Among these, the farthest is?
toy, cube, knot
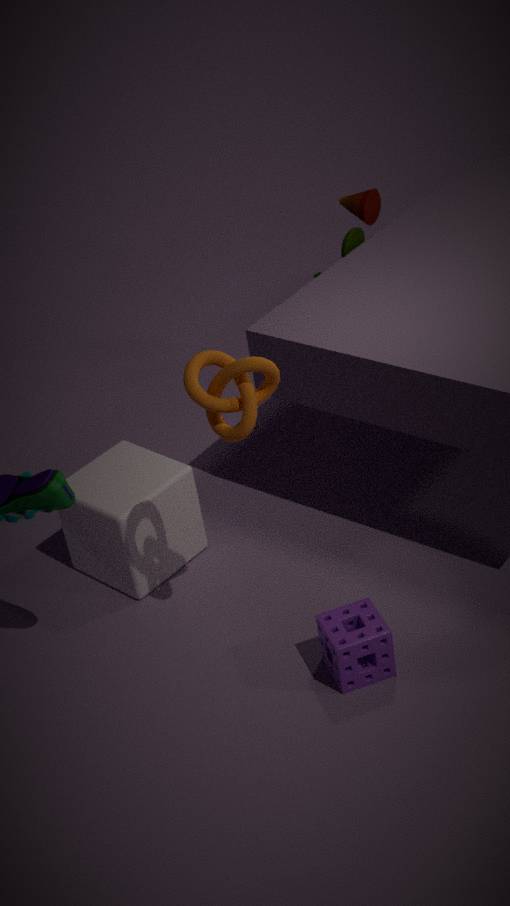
toy
